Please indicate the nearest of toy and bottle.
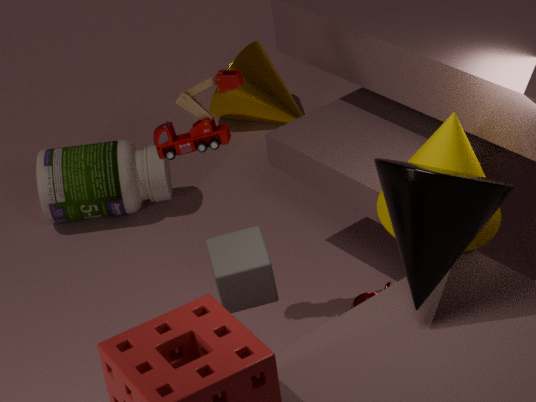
toy
